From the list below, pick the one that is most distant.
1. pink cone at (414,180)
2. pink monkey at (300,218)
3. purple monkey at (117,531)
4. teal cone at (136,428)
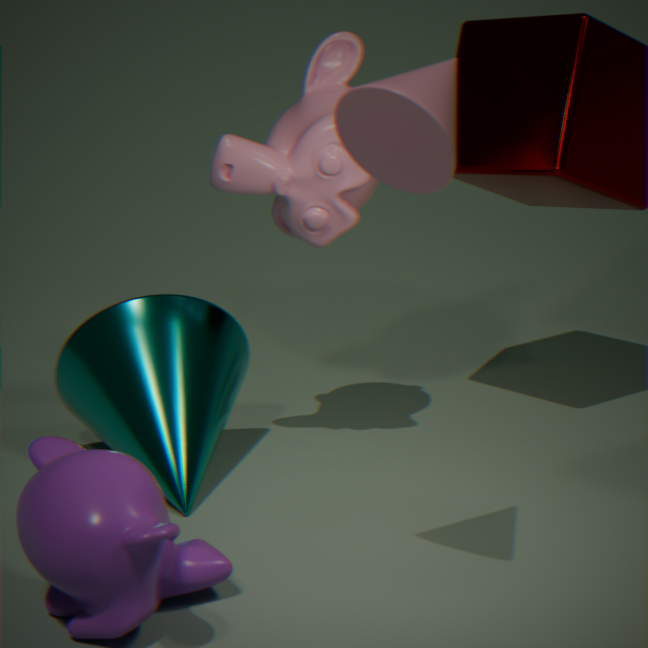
teal cone at (136,428)
